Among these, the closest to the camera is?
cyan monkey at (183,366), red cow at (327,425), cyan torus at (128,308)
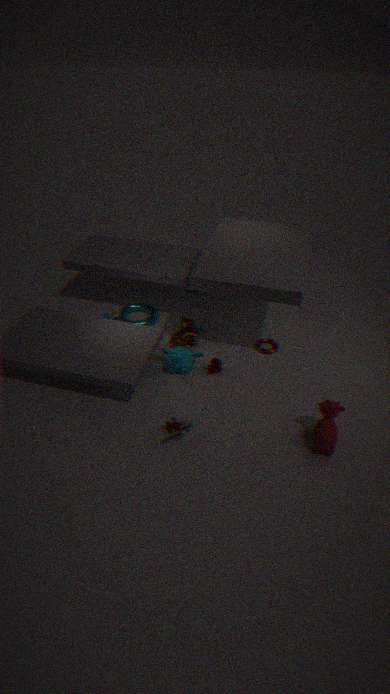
red cow at (327,425)
